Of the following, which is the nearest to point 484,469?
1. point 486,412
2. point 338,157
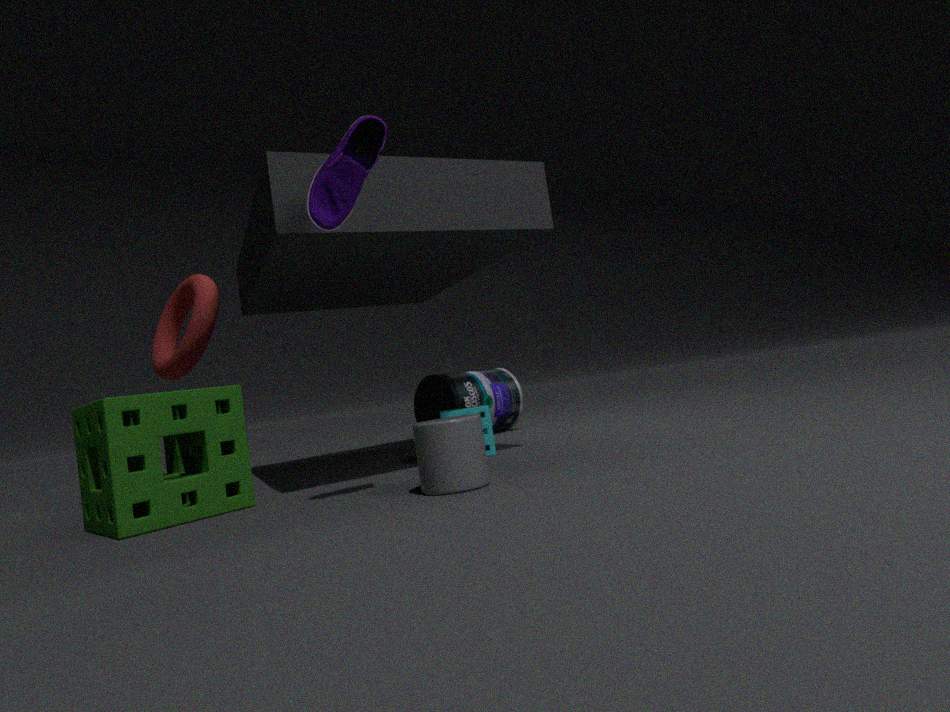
point 486,412
